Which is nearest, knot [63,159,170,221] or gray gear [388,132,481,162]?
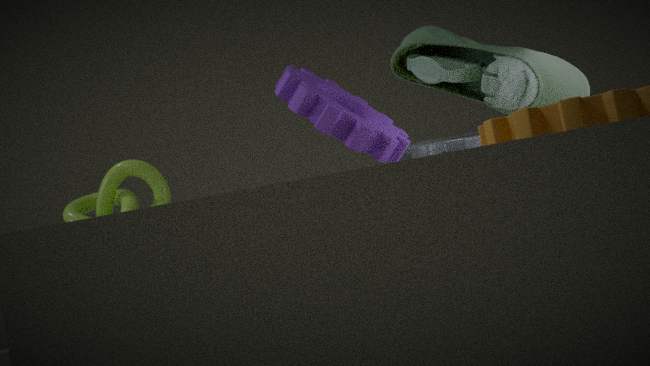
gray gear [388,132,481,162]
